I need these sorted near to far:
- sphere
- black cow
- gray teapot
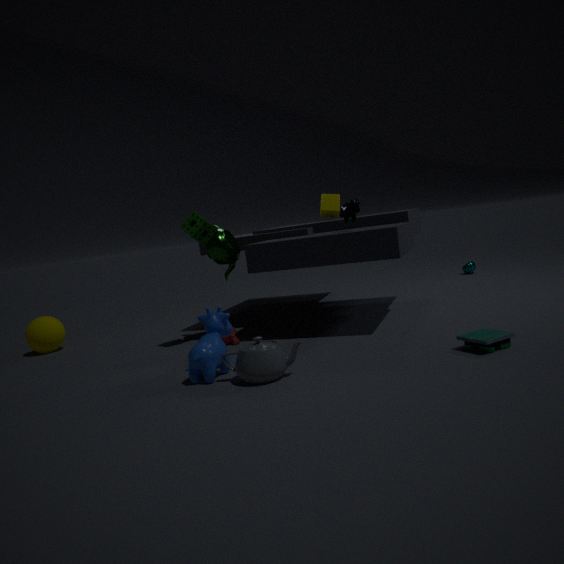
gray teapot → black cow → sphere
